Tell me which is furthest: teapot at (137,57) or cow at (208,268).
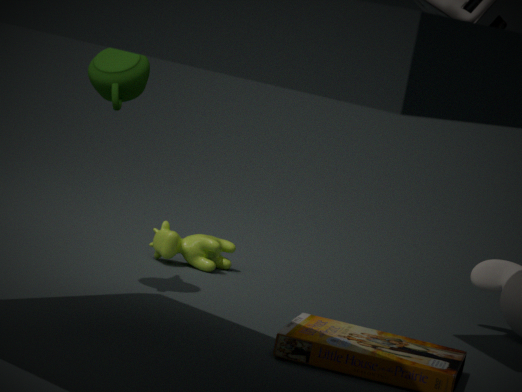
A: cow at (208,268)
